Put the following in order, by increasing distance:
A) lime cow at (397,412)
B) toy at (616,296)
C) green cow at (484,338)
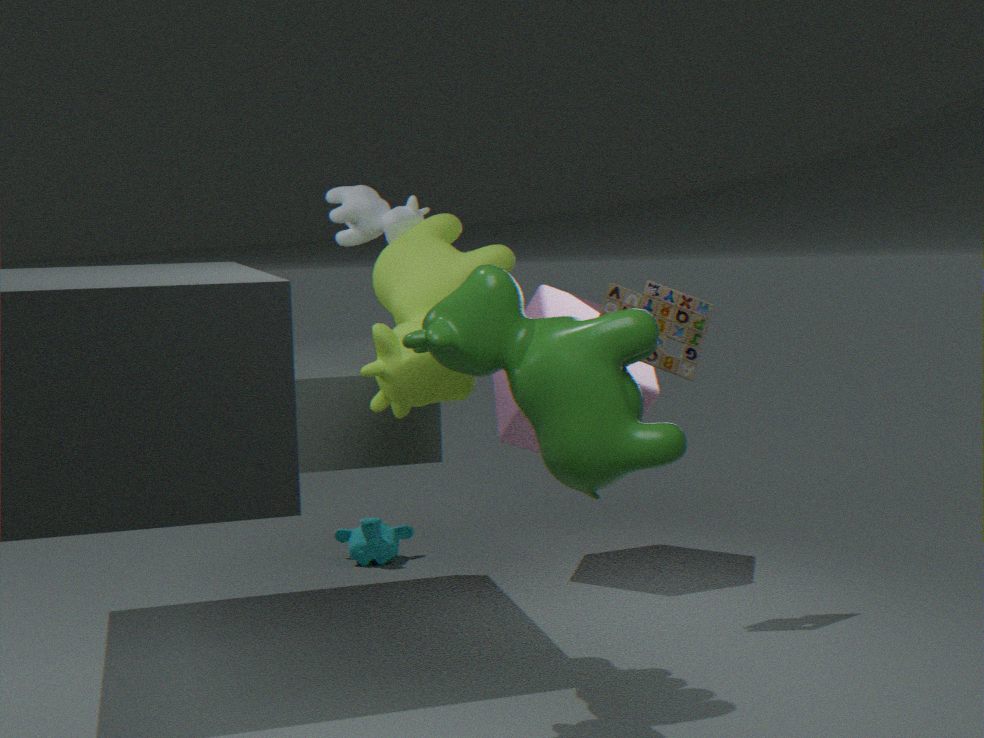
1. green cow at (484,338)
2. lime cow at (397,412)
3. toy at (616,296)
